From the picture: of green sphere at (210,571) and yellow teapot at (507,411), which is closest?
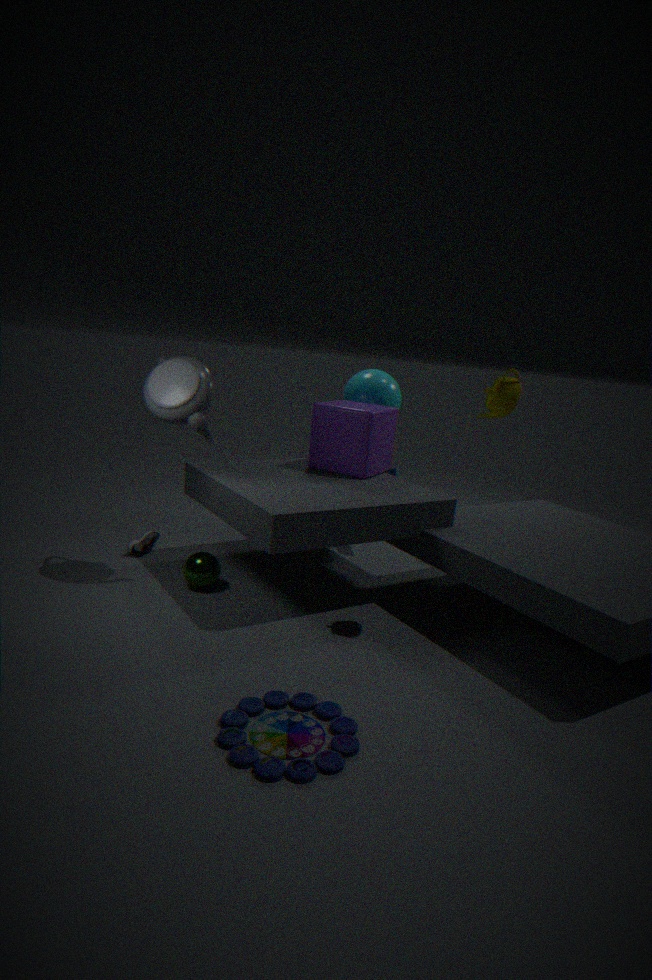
yellow teapot at (507,411)
